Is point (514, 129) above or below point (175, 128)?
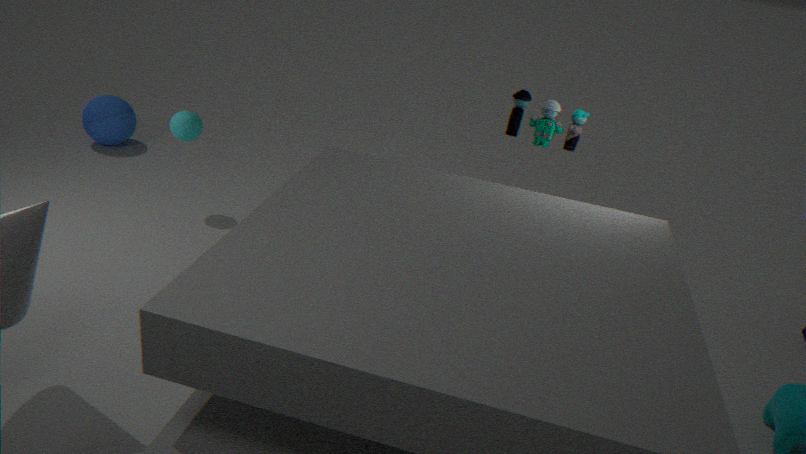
above
